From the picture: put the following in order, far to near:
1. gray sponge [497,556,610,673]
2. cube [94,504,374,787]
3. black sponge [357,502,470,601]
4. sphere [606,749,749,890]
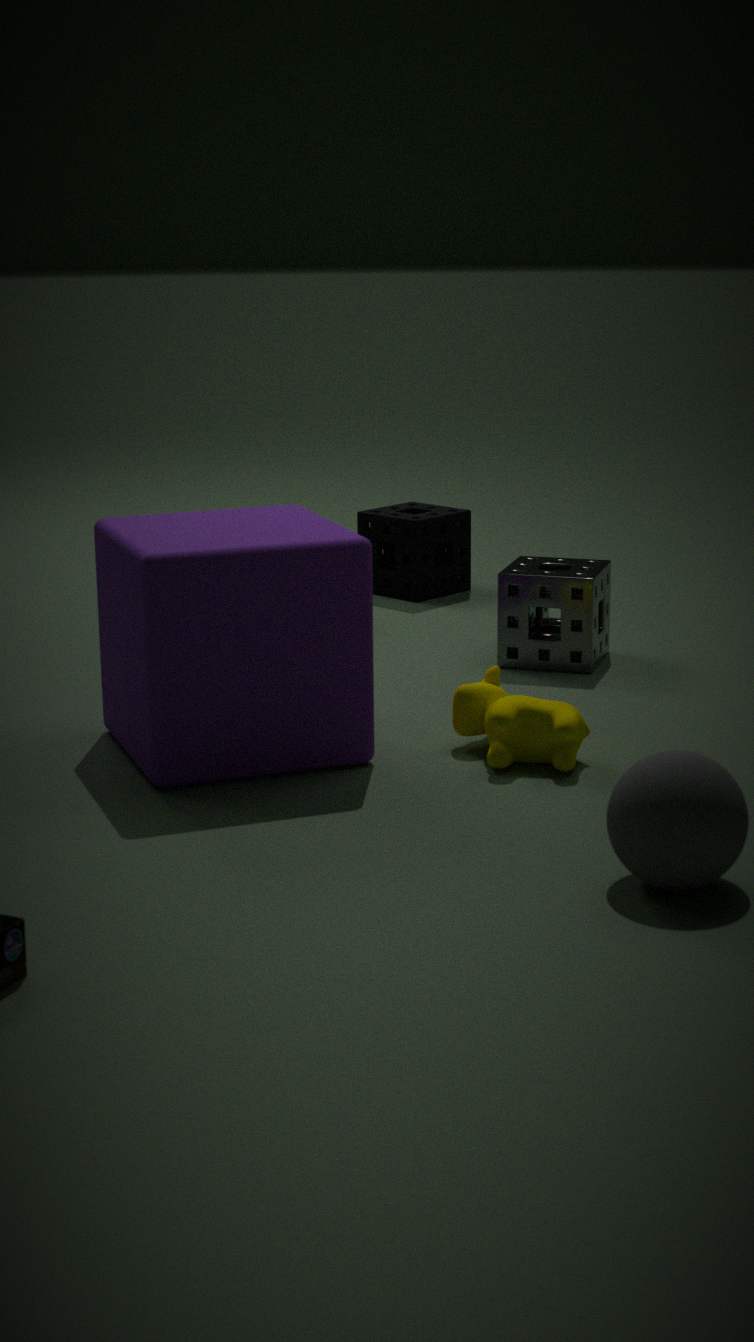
black sponge [357,502,470,601] → gray sponge [497,556,610,673] → cube [94,504,374,787] → sphere [606,749,749,890]
